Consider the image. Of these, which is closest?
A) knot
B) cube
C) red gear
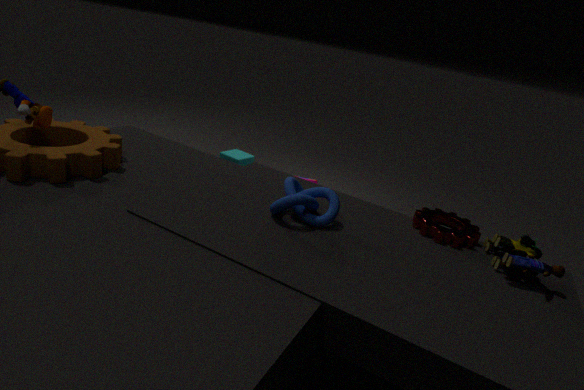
knot
